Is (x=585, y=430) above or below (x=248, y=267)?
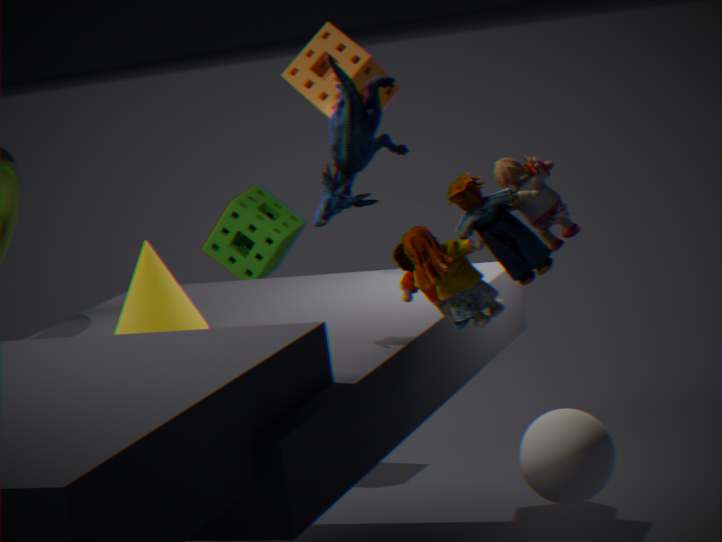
below
